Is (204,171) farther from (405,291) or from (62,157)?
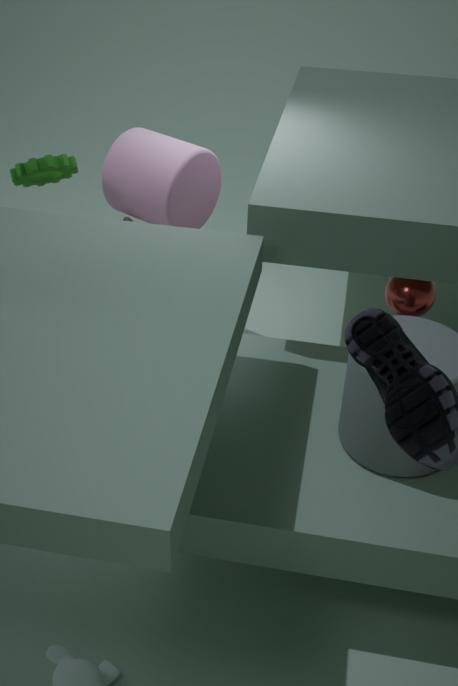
(405,291)
